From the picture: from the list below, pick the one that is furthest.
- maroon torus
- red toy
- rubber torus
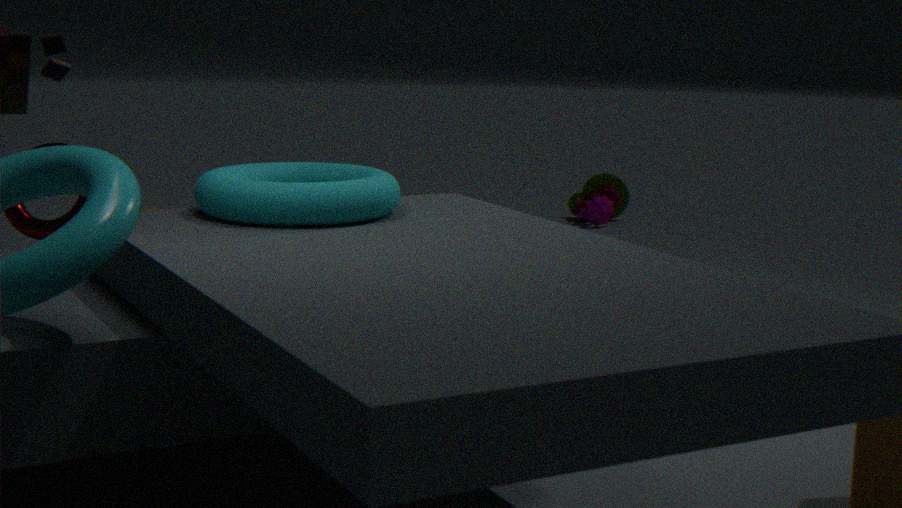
red toy
